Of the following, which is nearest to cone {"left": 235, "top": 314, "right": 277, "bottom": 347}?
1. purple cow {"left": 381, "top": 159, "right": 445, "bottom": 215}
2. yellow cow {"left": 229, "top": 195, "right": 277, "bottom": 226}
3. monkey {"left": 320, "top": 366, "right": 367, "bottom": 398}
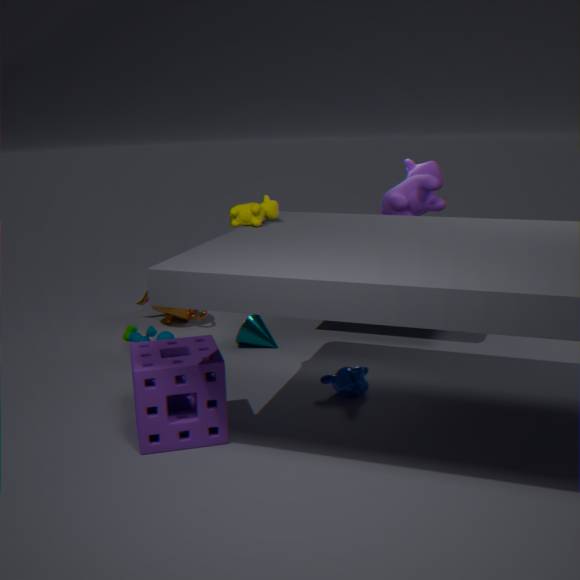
monkey {"left": 320, "top": 366, "right": 367, "bottom": 398}
